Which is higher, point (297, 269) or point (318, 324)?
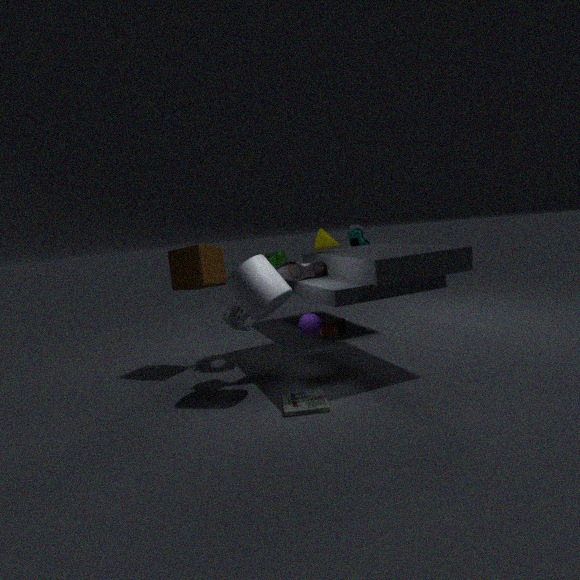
point (297, 269)
